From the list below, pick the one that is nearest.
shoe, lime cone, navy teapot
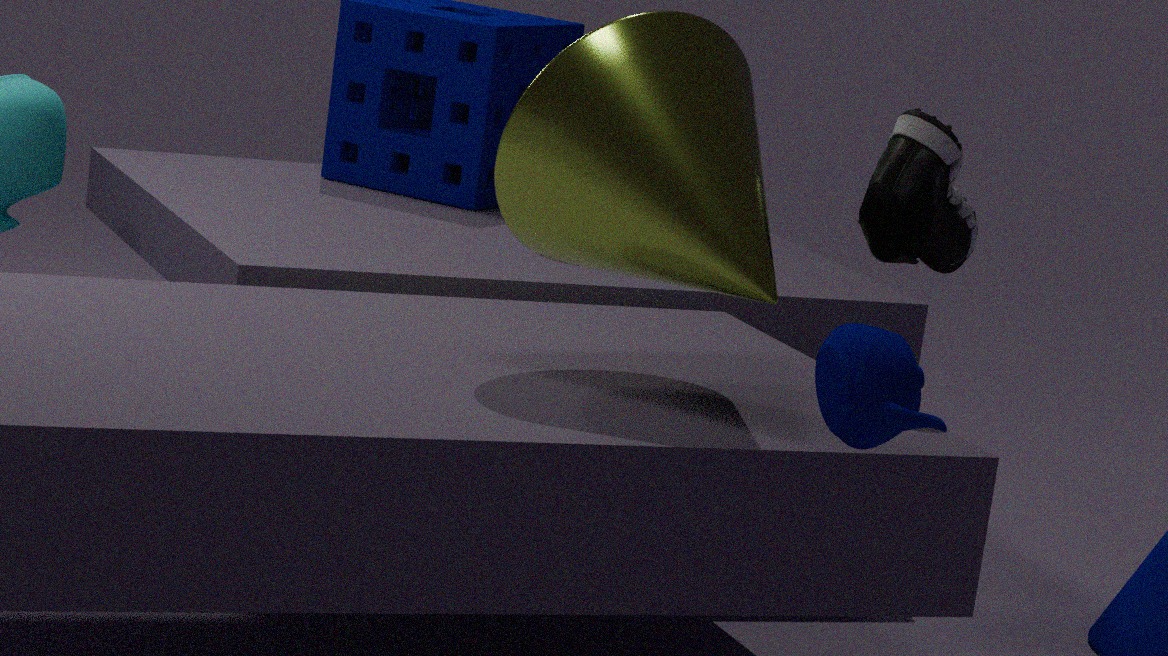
navy teapot
